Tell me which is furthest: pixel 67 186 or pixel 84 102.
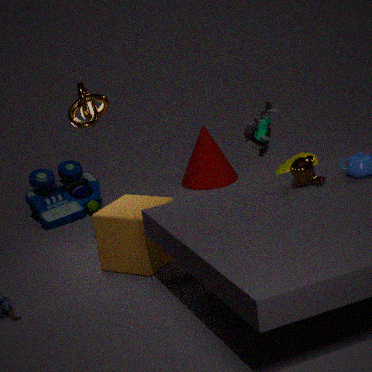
pixel 67 186
